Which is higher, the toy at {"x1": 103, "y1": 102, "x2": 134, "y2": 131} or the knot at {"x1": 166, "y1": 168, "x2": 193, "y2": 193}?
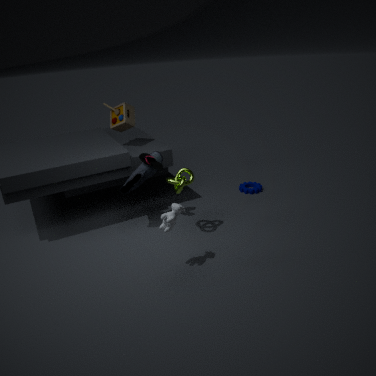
the toy at {"x1": 103, "y1": 102, "x2": 134, "y2": 131}
